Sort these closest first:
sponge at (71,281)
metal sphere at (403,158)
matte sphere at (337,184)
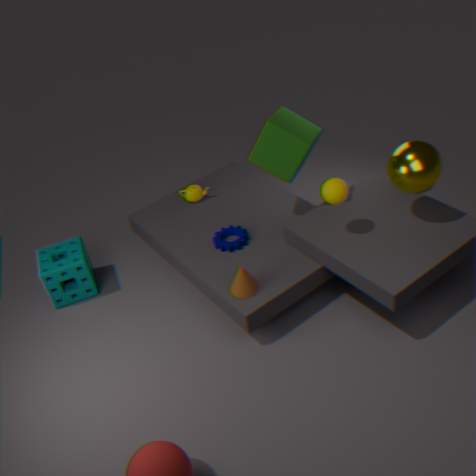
metal sphere at (403,158) → matte sphere at (337,184) → sponge at (71,281)
